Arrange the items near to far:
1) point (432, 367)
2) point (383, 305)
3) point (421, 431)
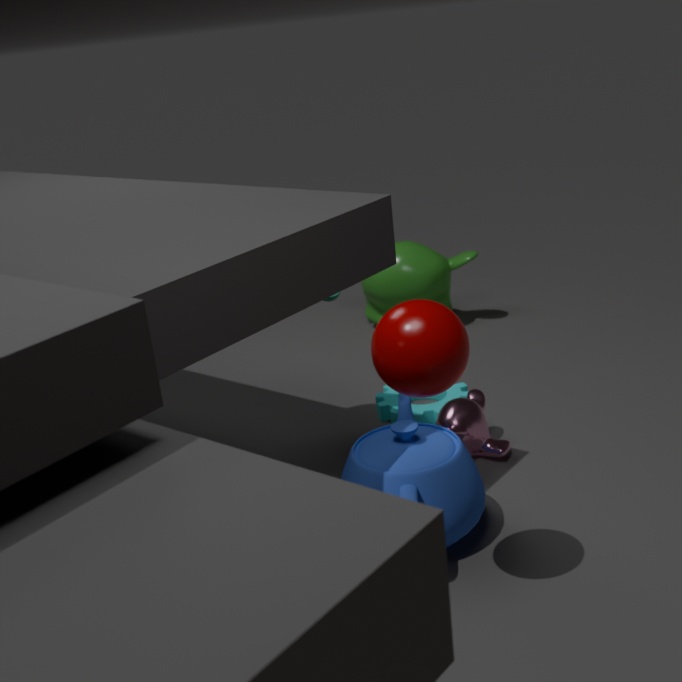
1. point (432, 367), 3. point (421, 431), 2. point (383, 305)
